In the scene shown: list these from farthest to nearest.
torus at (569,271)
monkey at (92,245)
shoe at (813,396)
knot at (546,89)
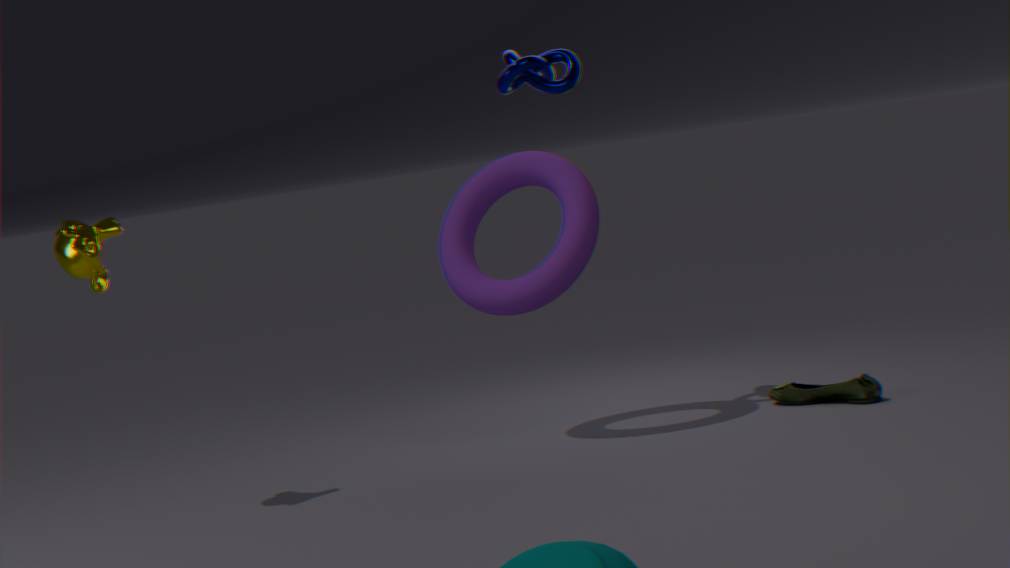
knot at (546,89) < shoe at (813,396) < torus at (569,271) < monkey at (92,245)
